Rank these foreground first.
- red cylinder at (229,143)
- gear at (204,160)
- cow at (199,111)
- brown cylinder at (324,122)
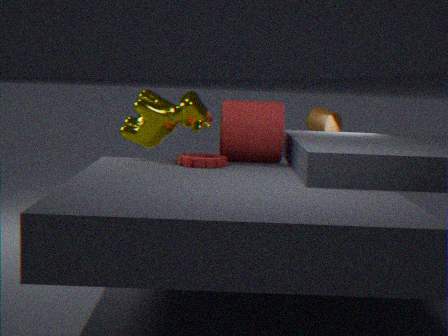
gear at (204,160), cow at (199,111), red cylinder at (229,143), brown cylinder at (324,122)
